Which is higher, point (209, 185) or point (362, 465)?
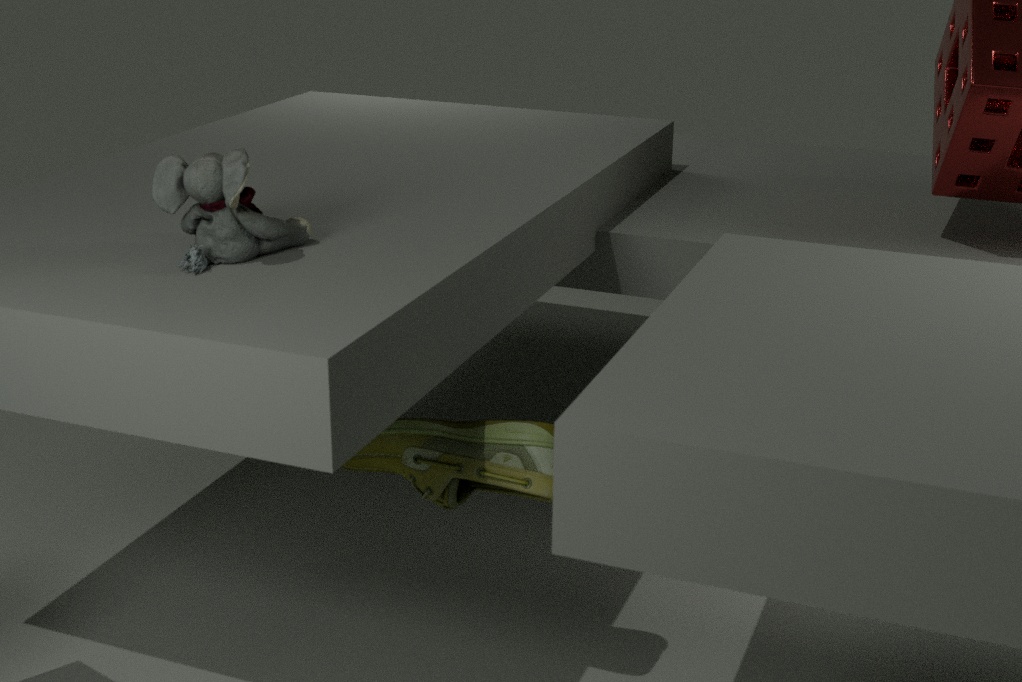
point (209, 185)
